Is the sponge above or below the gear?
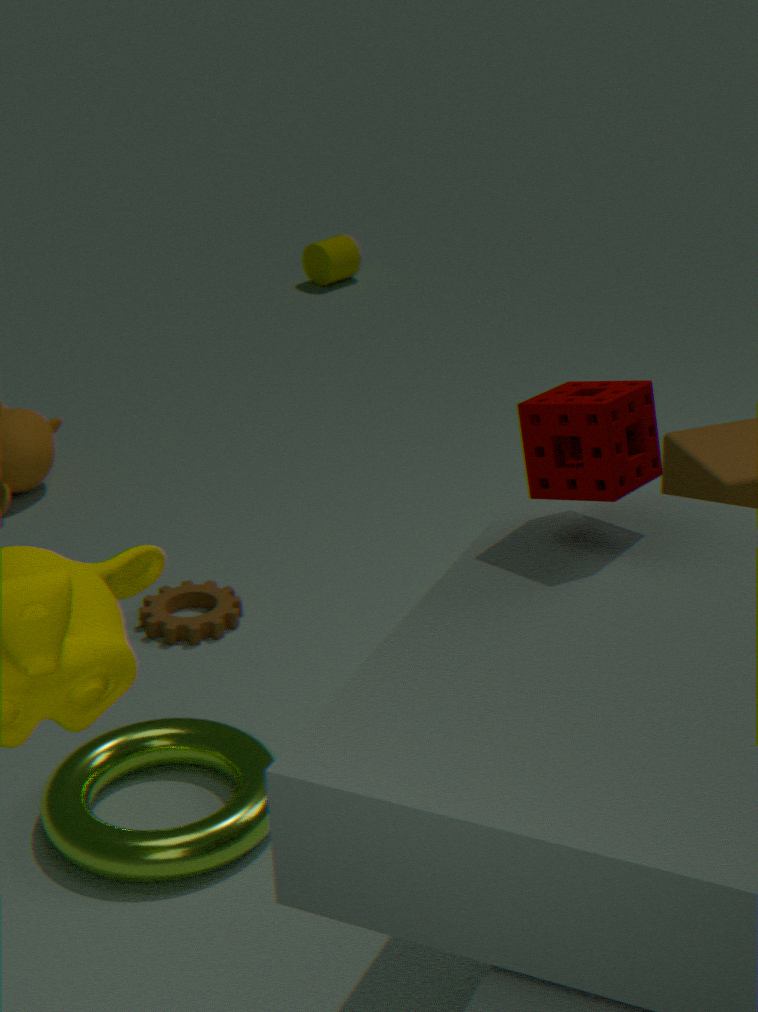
above
